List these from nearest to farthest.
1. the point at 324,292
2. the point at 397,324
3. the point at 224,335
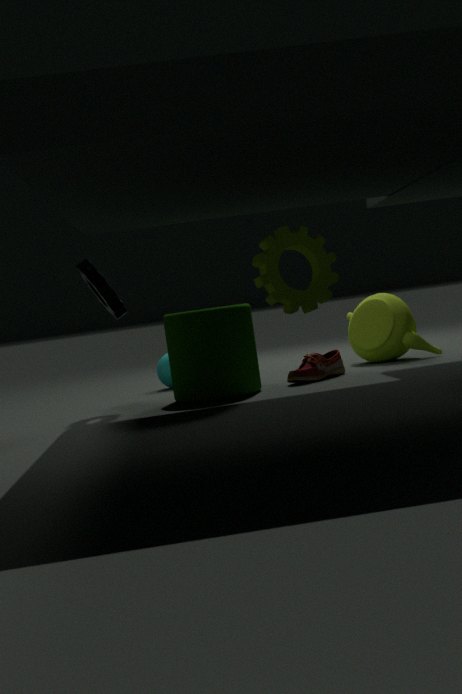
the point at 324,292 < the point at 224,335 < the point at 397,324
